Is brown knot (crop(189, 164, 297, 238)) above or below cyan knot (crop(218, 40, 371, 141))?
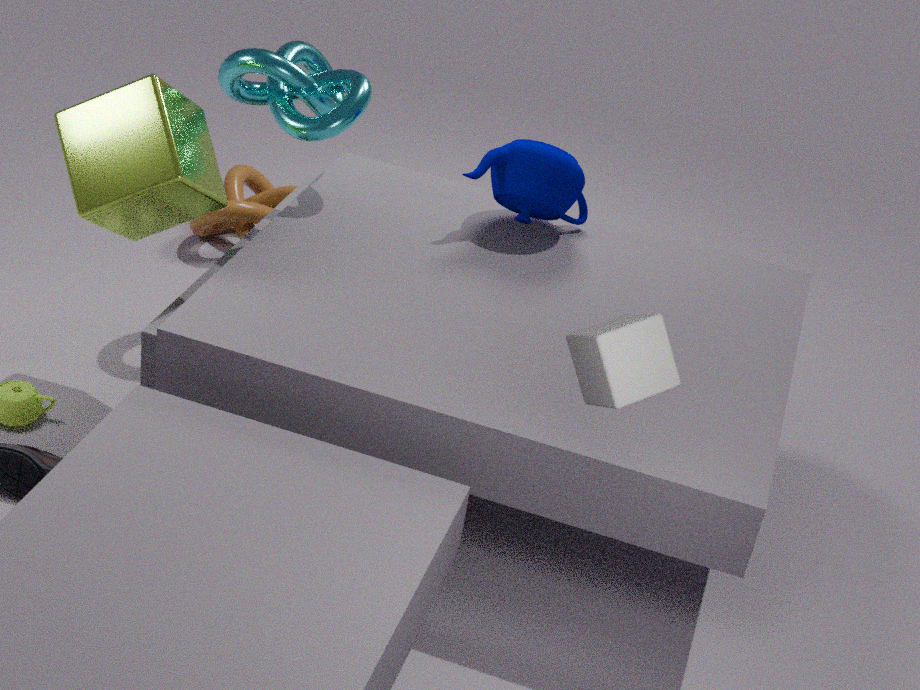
below
